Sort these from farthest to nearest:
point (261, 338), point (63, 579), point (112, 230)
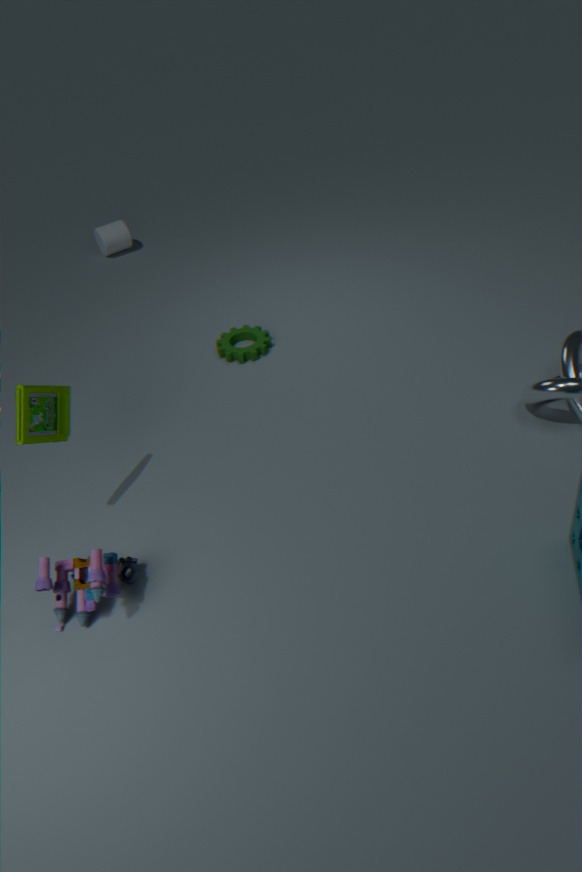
point (112, 230) → point (261, 338) → point (63, 579)
